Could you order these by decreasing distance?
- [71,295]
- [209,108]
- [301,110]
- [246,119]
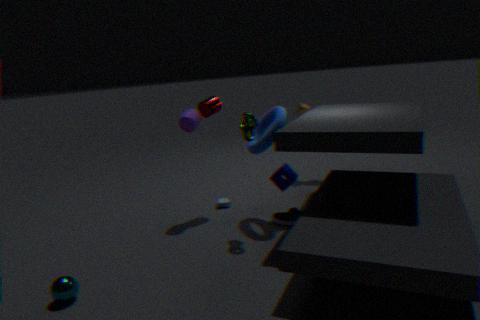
[301,110] < [209,108] < [246,119] < [71,295]
